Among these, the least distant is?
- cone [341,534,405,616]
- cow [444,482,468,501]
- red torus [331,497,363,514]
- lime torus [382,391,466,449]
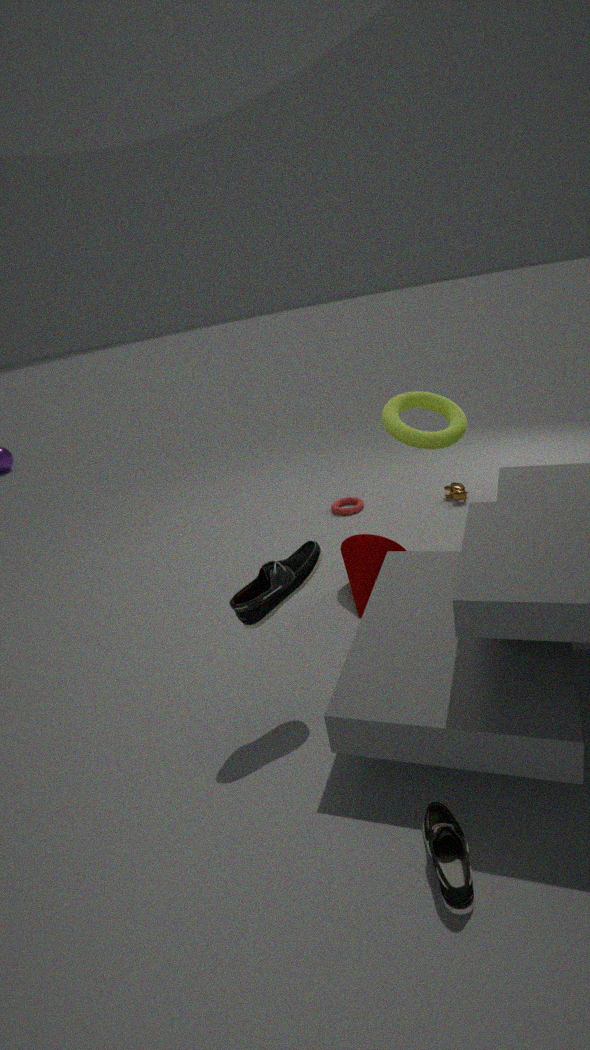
cone [341,534,405,616]
